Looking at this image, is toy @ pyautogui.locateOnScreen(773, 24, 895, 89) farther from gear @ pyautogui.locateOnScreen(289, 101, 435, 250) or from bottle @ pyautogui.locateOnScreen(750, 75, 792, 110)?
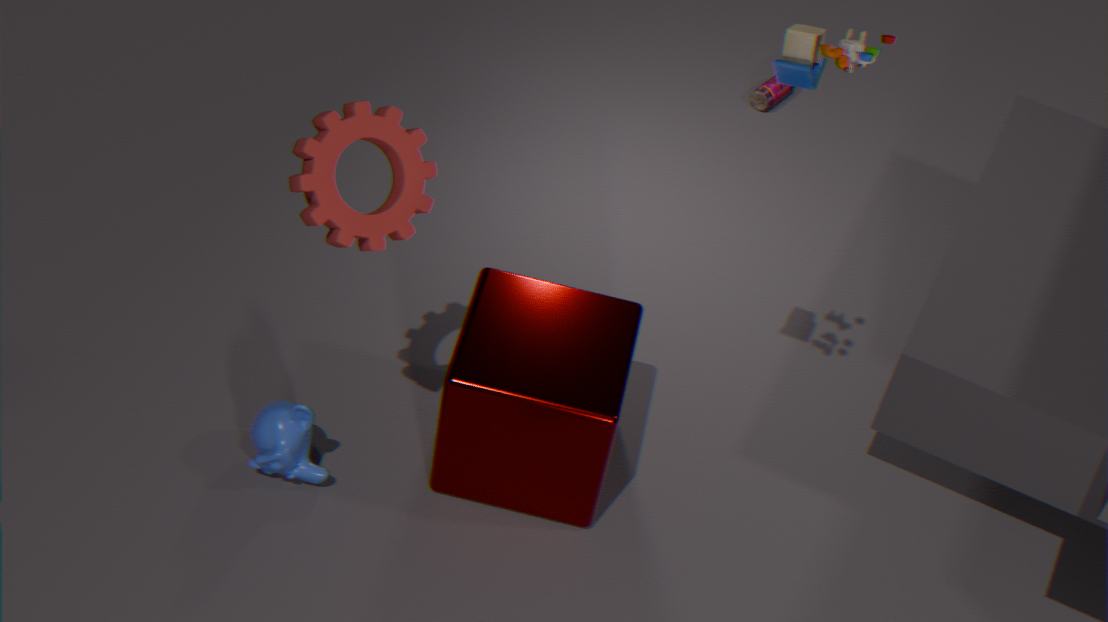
bottle @ pyautogui.locateOnScreen(750, 75, 792, 110)
